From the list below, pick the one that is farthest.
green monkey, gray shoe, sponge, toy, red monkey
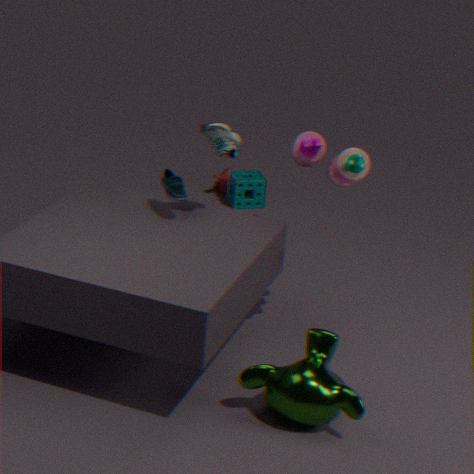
red monkey
